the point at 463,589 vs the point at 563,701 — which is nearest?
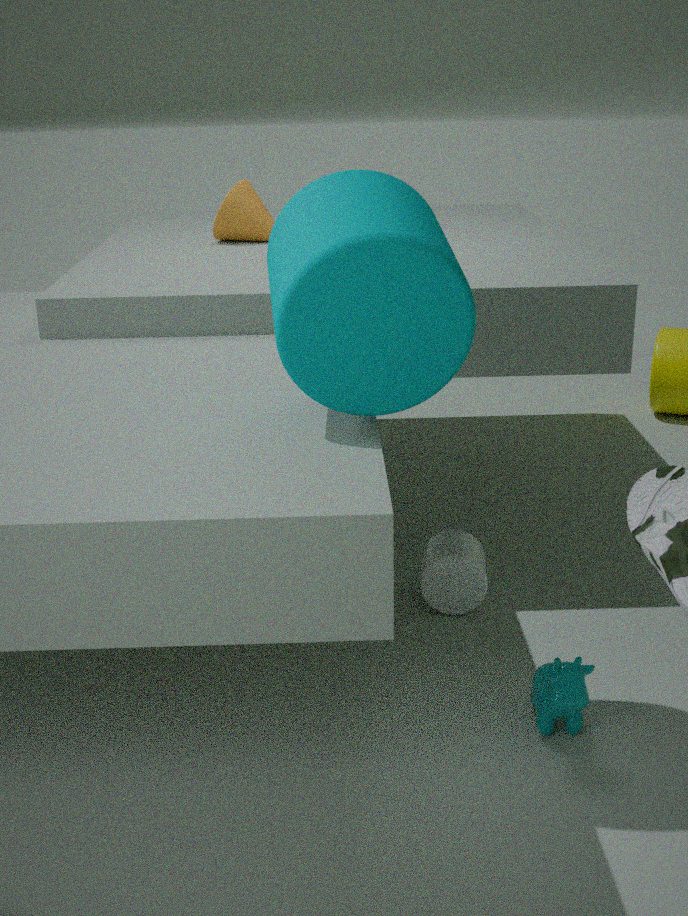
the point at 563,701
